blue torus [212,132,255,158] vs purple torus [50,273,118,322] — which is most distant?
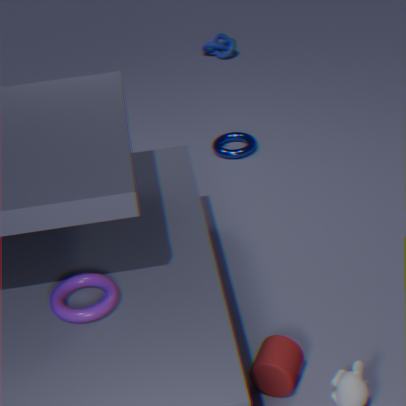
blue torus [212,132,255,158]
